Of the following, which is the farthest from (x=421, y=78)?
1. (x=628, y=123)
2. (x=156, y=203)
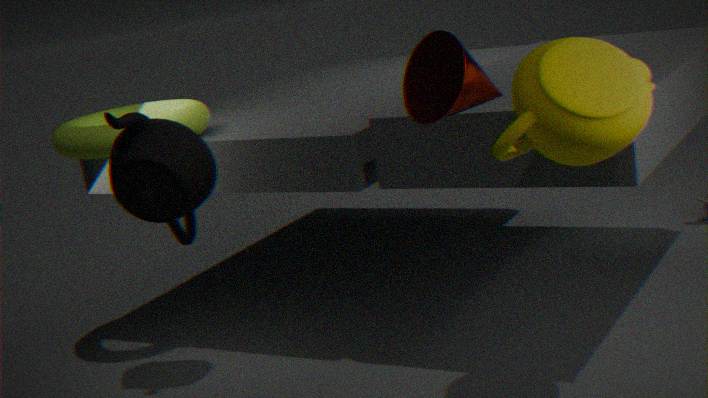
(x=156, y=203)
